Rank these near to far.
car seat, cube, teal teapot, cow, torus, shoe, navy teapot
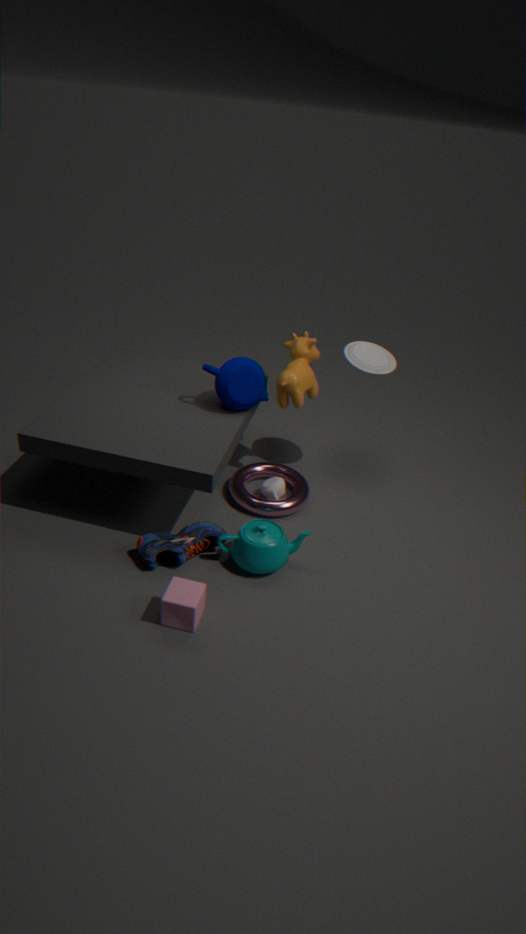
cube
teal teapot
shoe
navy teapot
torus
car seat
cow
